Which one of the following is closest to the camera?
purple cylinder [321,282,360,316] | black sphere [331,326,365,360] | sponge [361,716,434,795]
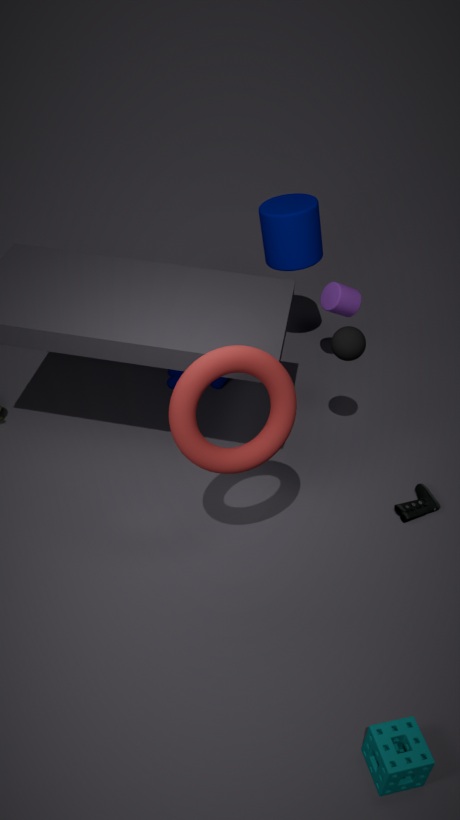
sponge [361,716,434,795]
